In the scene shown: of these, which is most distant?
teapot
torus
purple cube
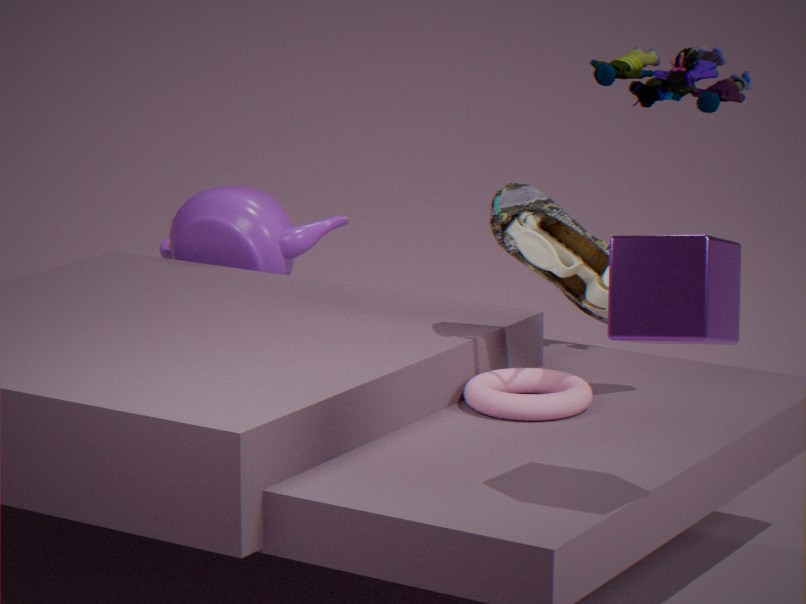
teapot
